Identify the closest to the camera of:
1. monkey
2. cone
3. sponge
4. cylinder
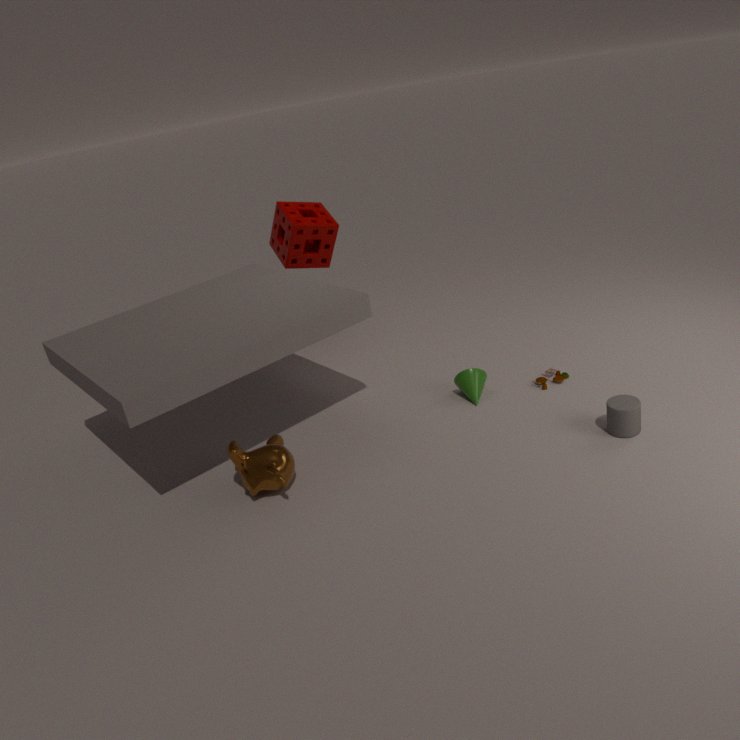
cylinder
